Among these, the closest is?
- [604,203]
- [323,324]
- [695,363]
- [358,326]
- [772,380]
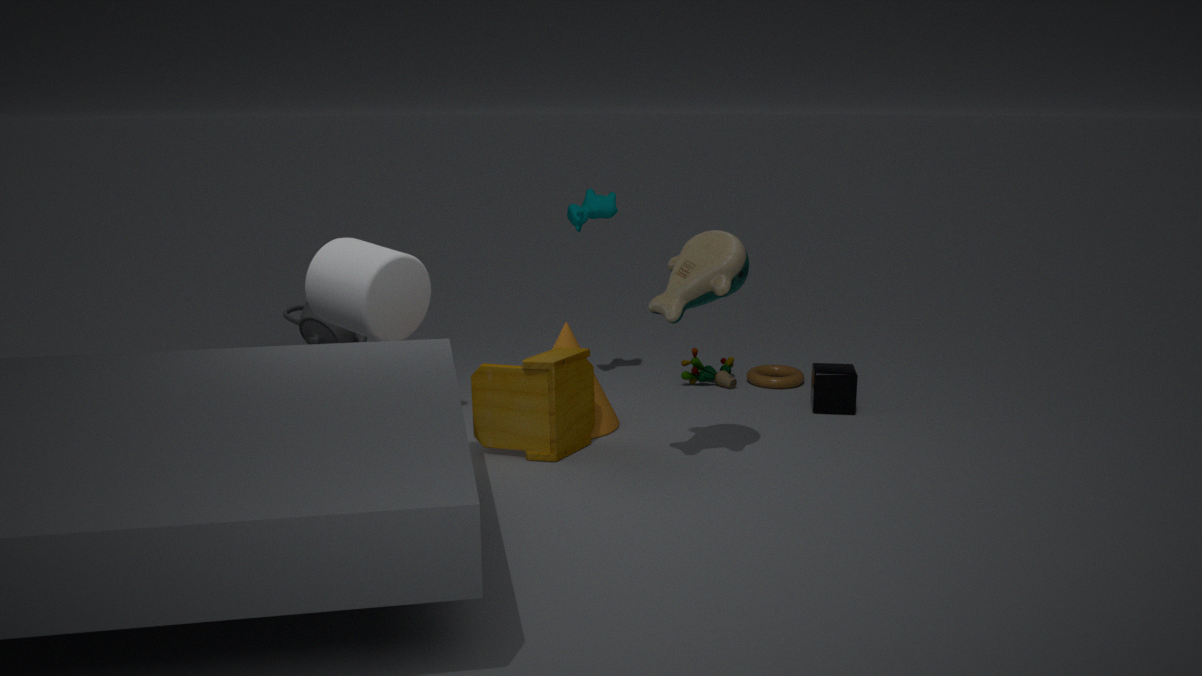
[358,326]
